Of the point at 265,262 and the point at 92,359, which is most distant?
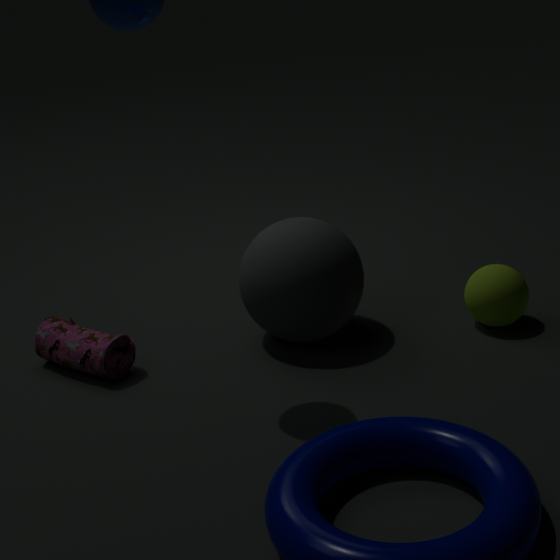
the point at 265,262
